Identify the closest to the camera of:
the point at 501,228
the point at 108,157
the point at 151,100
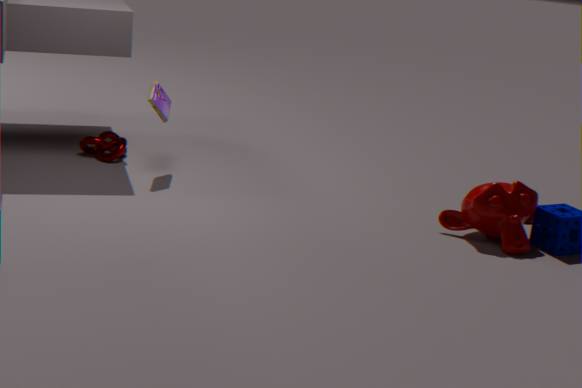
the point at 501,228
